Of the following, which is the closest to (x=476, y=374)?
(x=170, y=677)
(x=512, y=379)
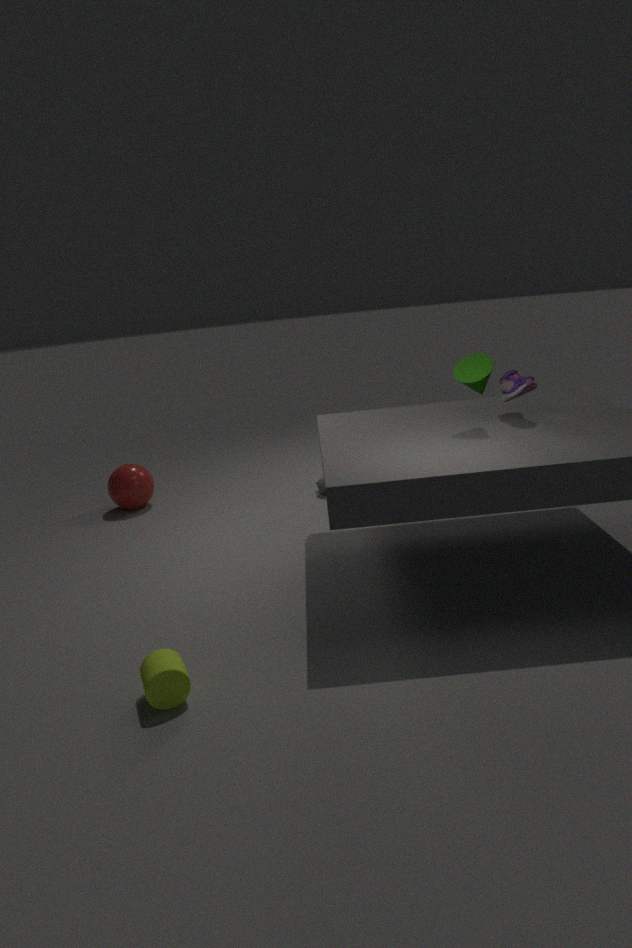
(x=512, y=379)
